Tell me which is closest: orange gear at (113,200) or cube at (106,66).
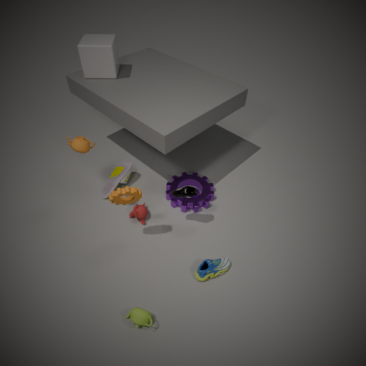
orange gear at (113,200)
